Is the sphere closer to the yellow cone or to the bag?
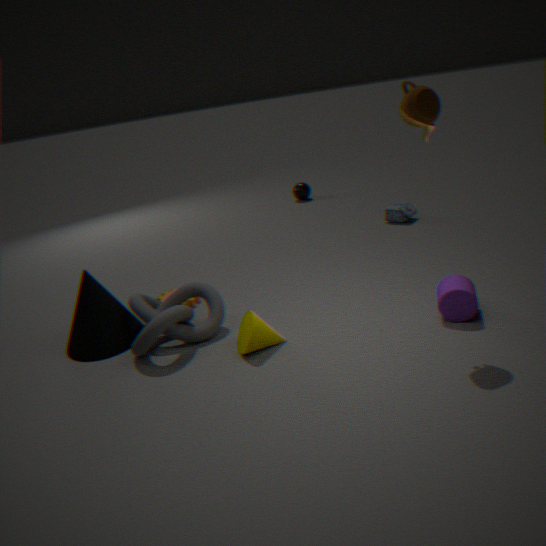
the bag
